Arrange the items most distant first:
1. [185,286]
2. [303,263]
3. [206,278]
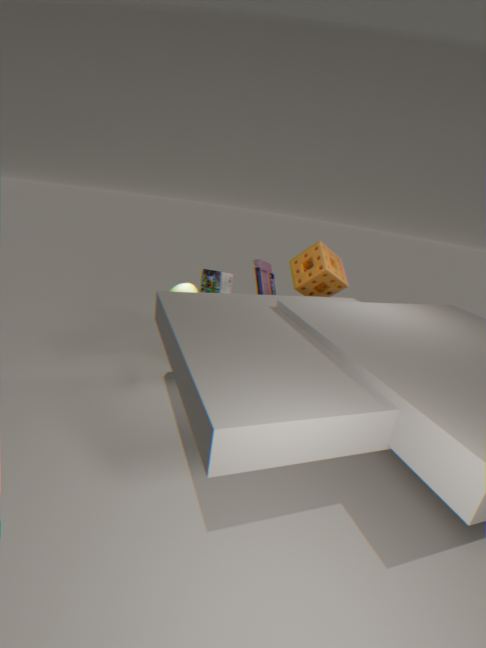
[206,278], [303,263], [185,286]
